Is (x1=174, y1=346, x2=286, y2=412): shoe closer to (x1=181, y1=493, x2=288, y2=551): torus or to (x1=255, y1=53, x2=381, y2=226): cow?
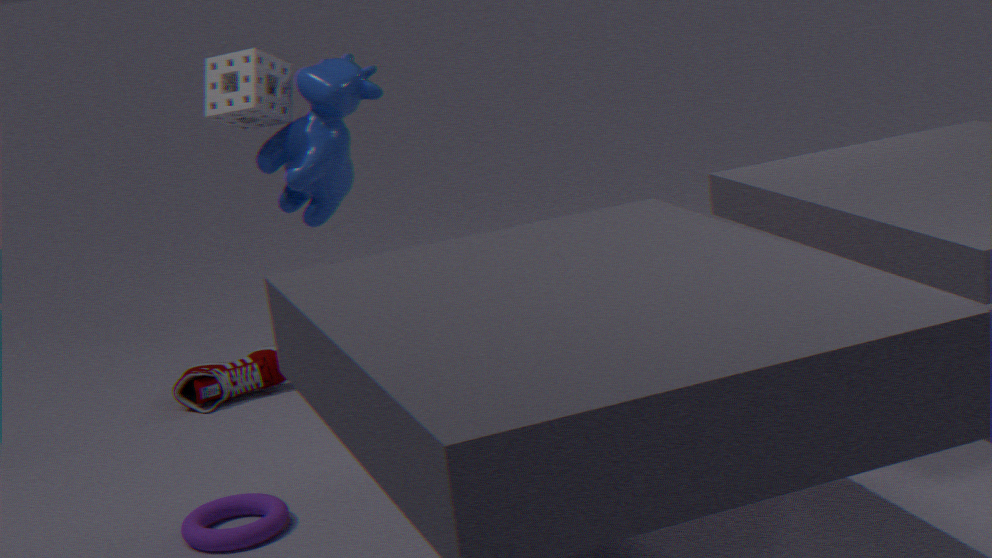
(x1=255, y1=53, x2=381, y2=226): cow
